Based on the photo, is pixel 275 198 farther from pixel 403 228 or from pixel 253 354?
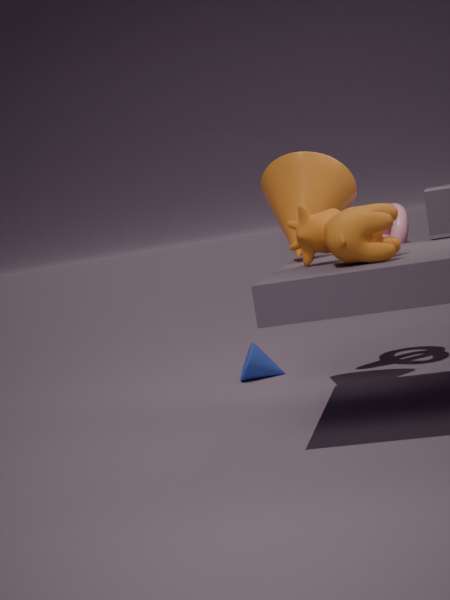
pixel 253 354
